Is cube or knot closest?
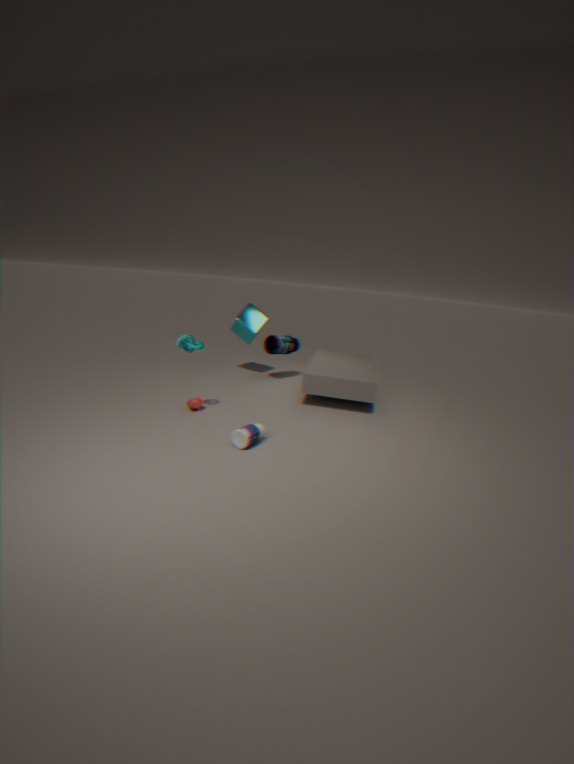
knot
